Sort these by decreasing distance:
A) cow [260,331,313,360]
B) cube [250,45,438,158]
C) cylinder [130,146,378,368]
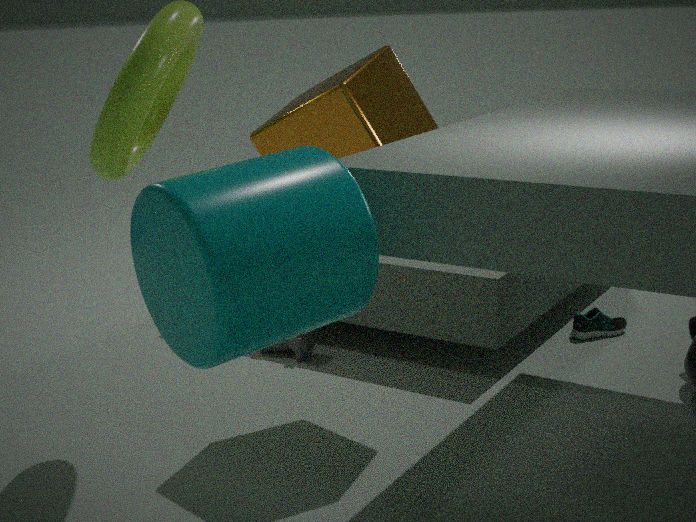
cow [260,331,313,360]
cube [250,45,438,158]
cylinder [130,146,378,368]
